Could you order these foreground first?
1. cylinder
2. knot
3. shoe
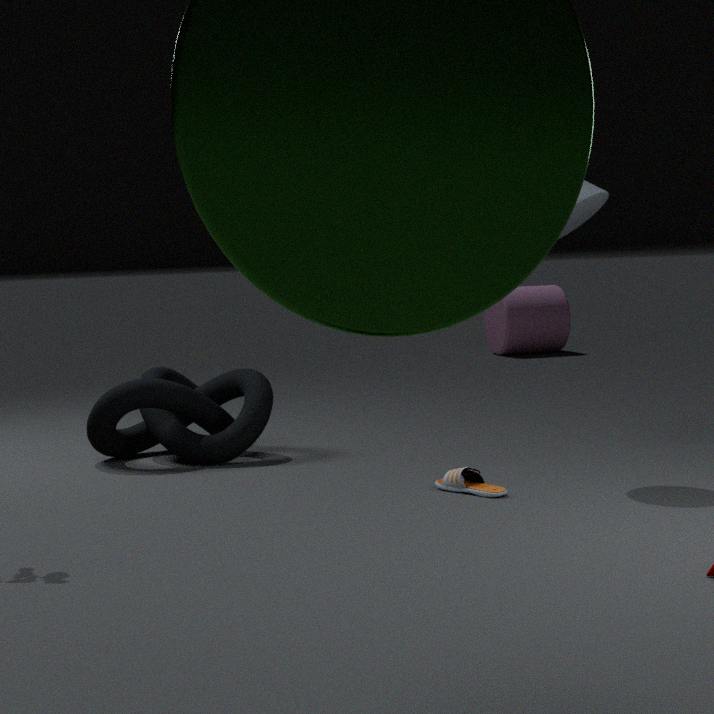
shoe < knot < cylinder
